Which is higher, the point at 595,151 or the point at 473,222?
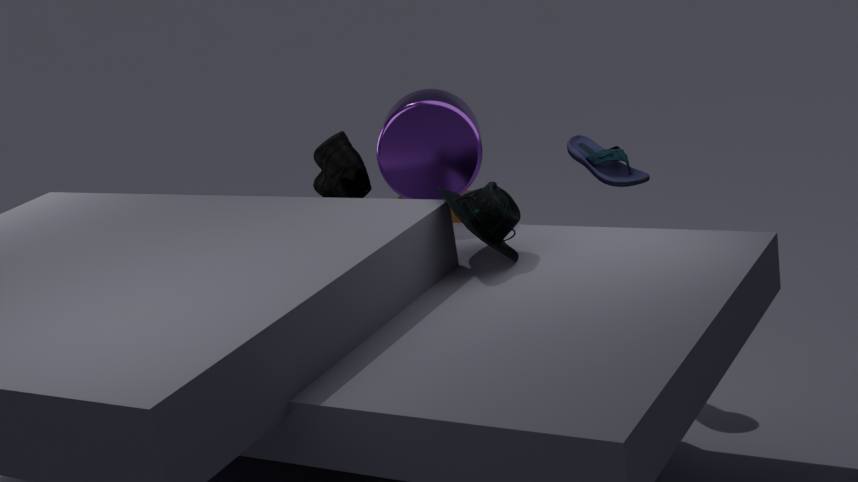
the point at 473,222
